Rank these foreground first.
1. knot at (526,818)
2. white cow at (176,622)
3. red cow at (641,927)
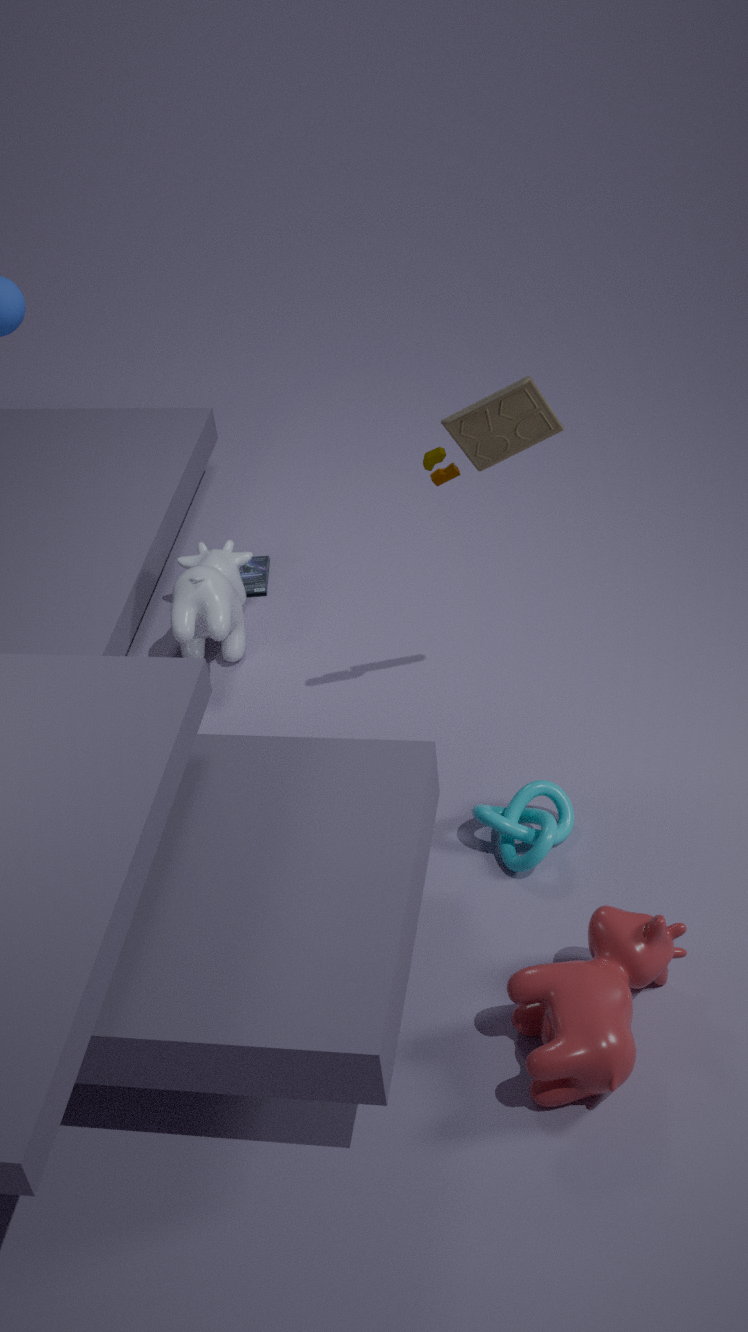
red cow at (641,927) < knot at (526,818) < white cow at (176,622)
